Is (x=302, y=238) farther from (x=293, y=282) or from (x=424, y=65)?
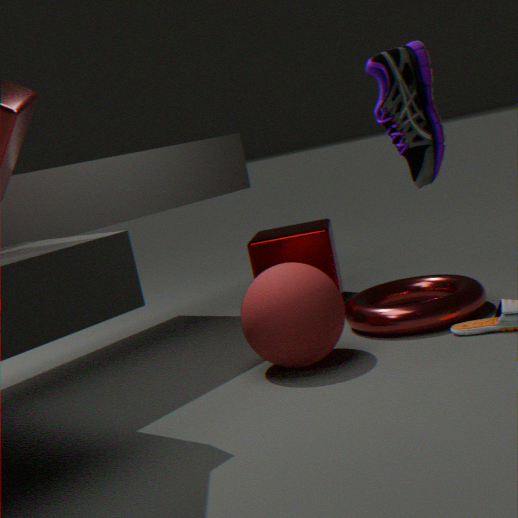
(x=424, y=65)
